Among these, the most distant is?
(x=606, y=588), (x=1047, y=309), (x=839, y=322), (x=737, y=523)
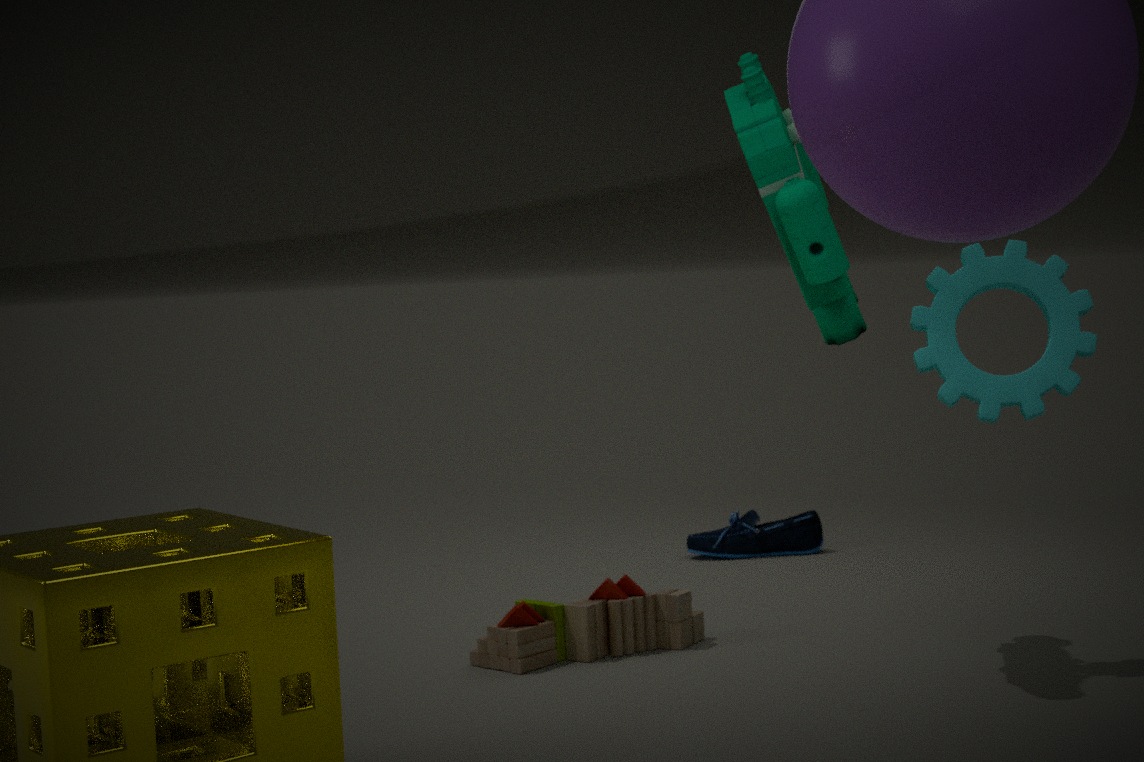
(x=737, y=523)
